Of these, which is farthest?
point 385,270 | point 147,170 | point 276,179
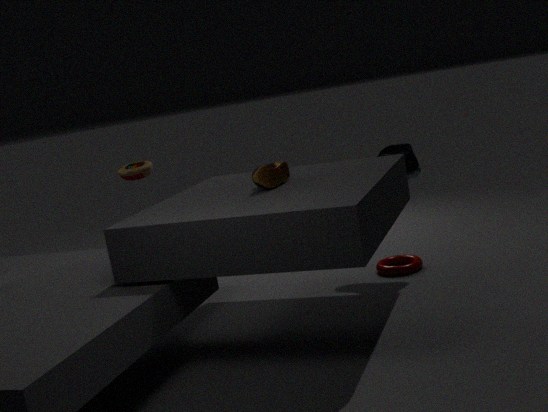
point 147,170
